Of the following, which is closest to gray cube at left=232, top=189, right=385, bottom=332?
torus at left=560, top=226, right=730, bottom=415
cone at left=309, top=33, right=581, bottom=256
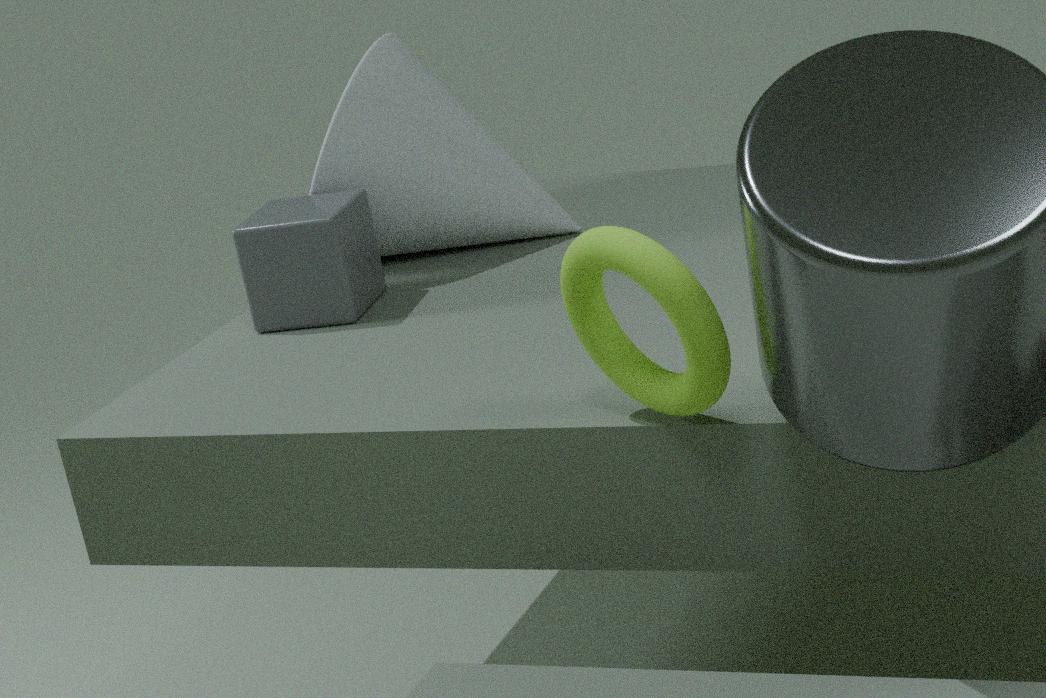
cone at left=309, top=33, right=581, bottom=256
